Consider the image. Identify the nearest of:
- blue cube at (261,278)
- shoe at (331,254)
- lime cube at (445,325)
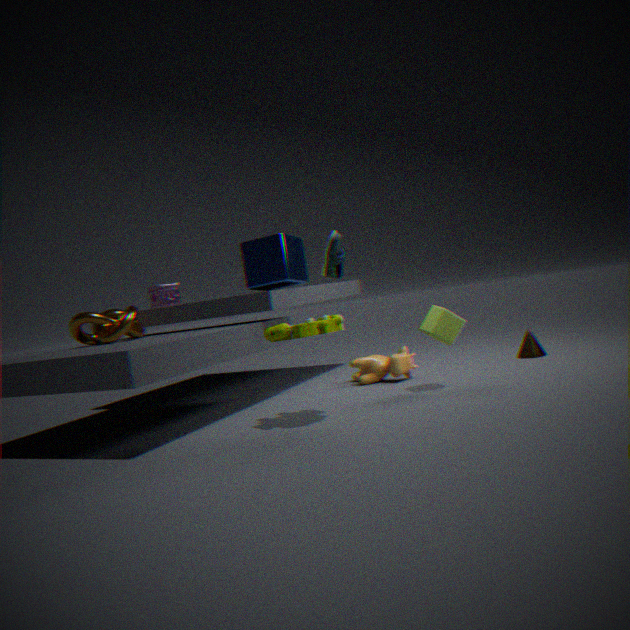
shoe at (331,254)
